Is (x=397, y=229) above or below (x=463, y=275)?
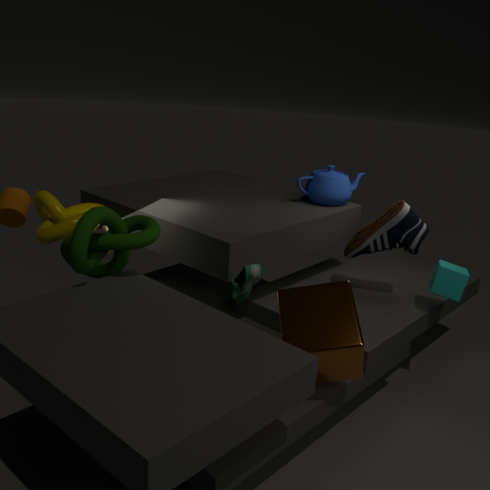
above
